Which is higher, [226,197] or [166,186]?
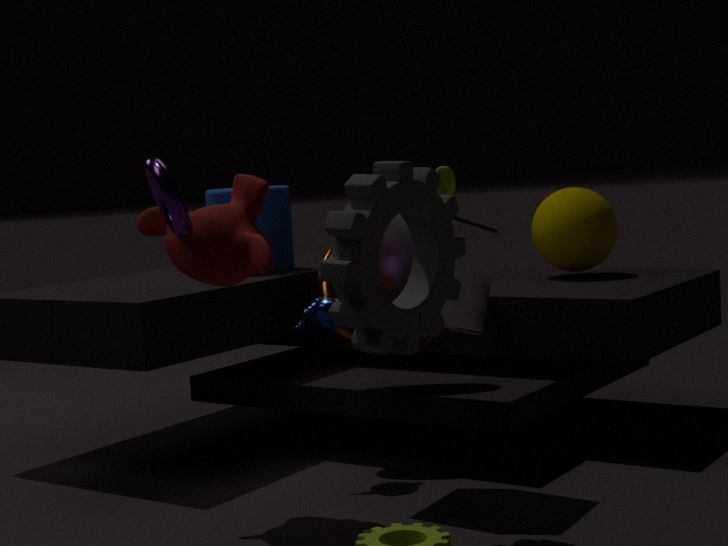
[166,186]
